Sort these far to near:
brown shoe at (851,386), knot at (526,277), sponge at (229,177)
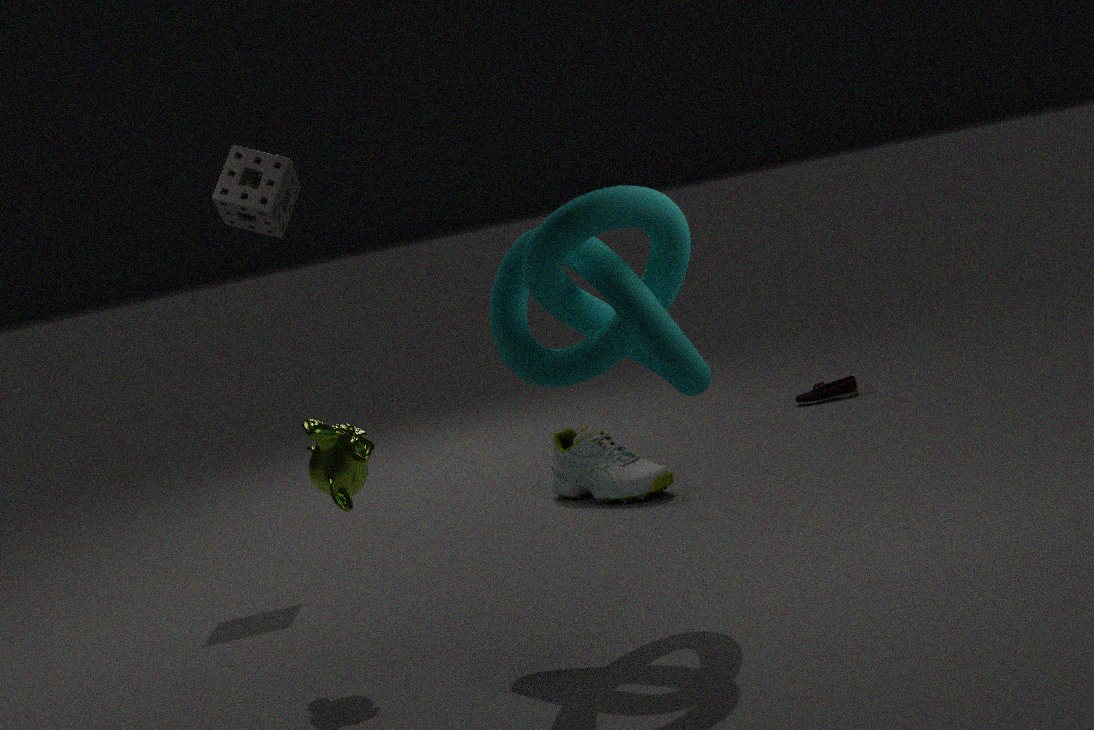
brown shoe at (851,386), sponge at (229,177), knot at (526,277)
